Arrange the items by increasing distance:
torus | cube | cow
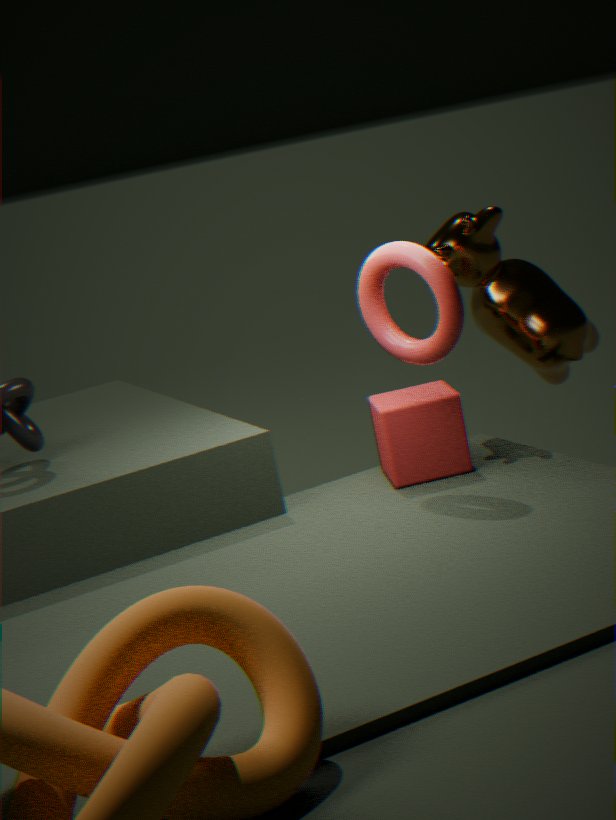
1. torus
2. cube
3. cow
